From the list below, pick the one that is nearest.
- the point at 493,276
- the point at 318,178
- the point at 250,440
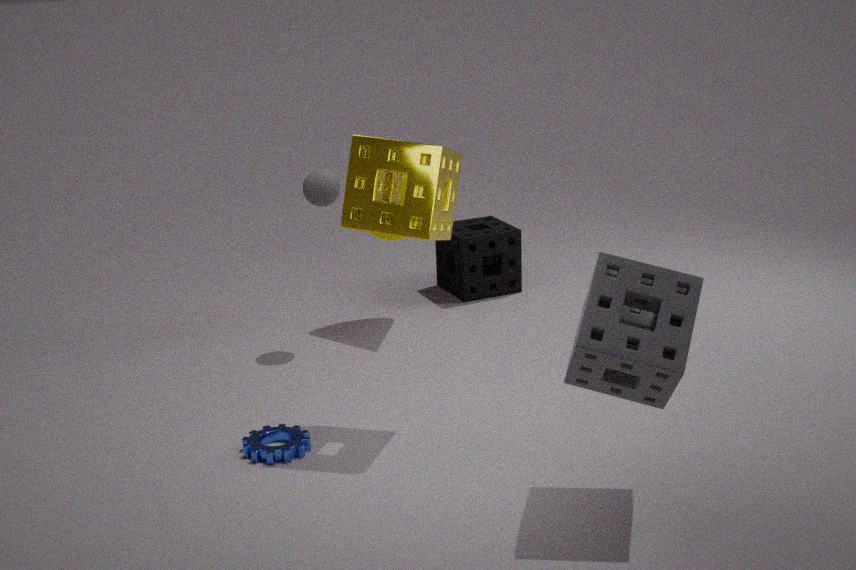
the point at 250,440
